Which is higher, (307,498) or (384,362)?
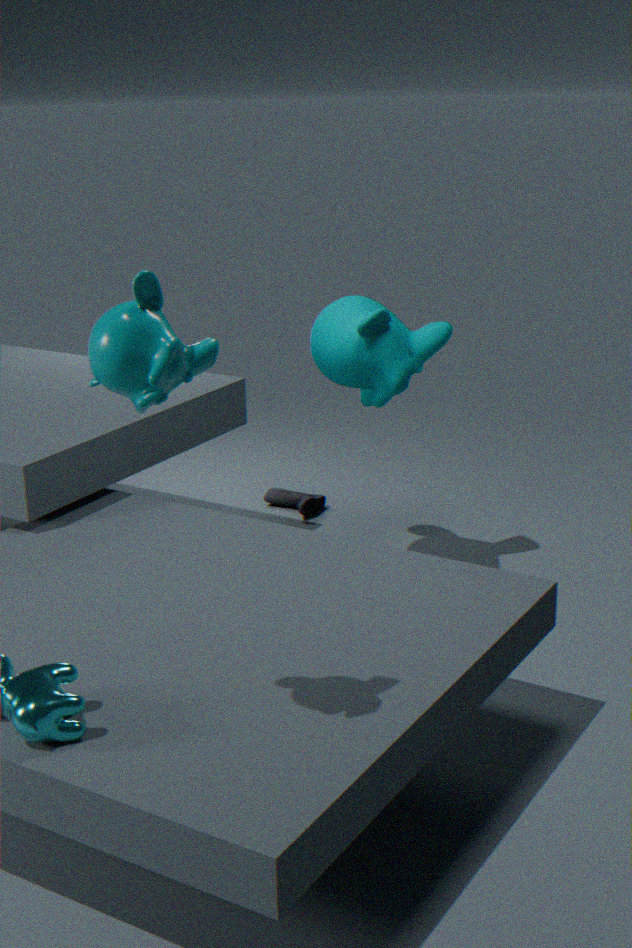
(384,362)
